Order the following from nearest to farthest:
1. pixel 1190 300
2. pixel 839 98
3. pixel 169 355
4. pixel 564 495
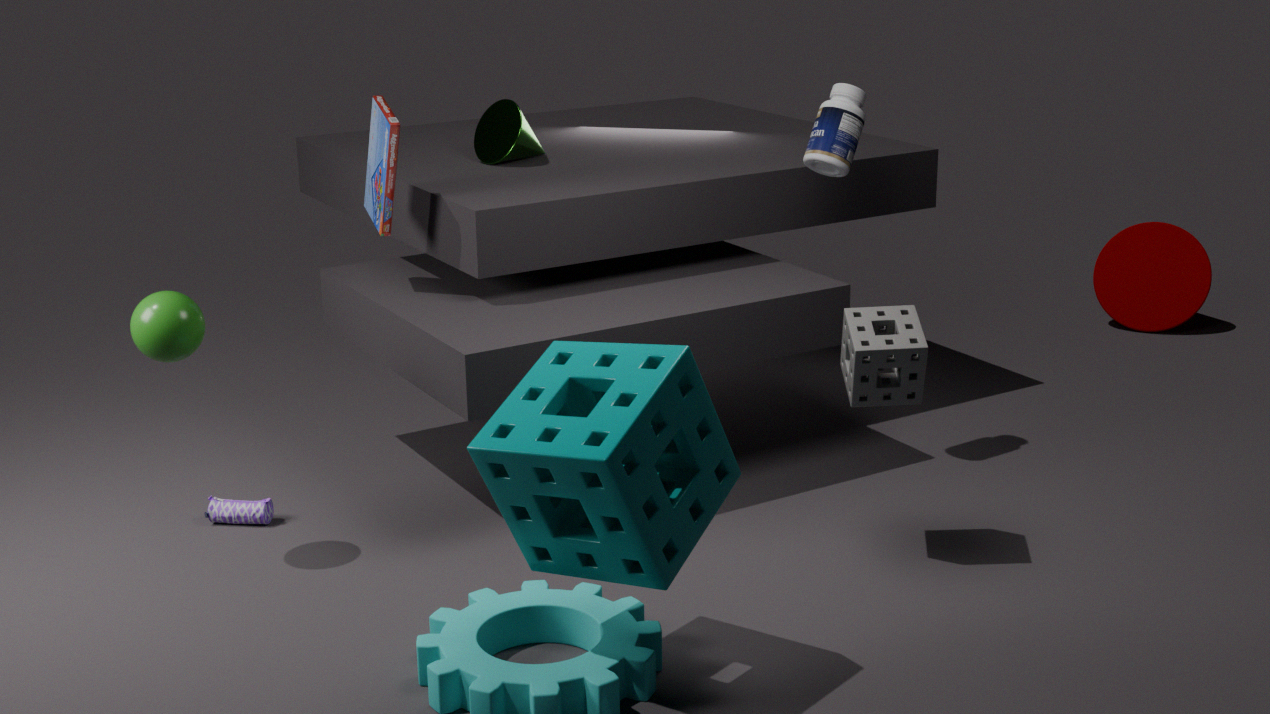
1. pixel 564 495
2. pixel 169 355
3. pixel 839 98
4. pixel 1190 300
